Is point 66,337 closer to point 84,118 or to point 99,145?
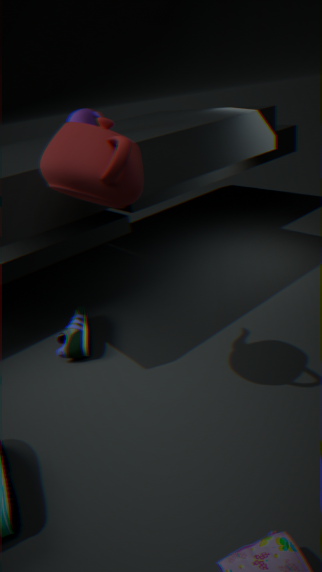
point 84,118
